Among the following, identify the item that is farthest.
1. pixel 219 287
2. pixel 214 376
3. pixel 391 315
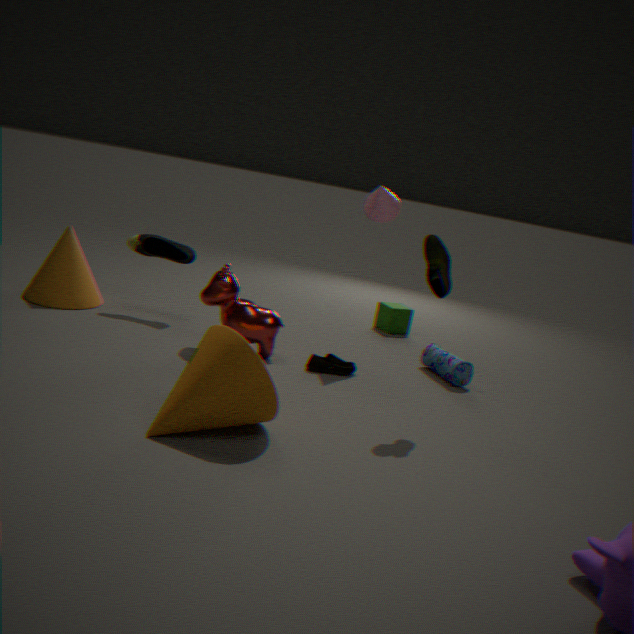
pixel 391 315
